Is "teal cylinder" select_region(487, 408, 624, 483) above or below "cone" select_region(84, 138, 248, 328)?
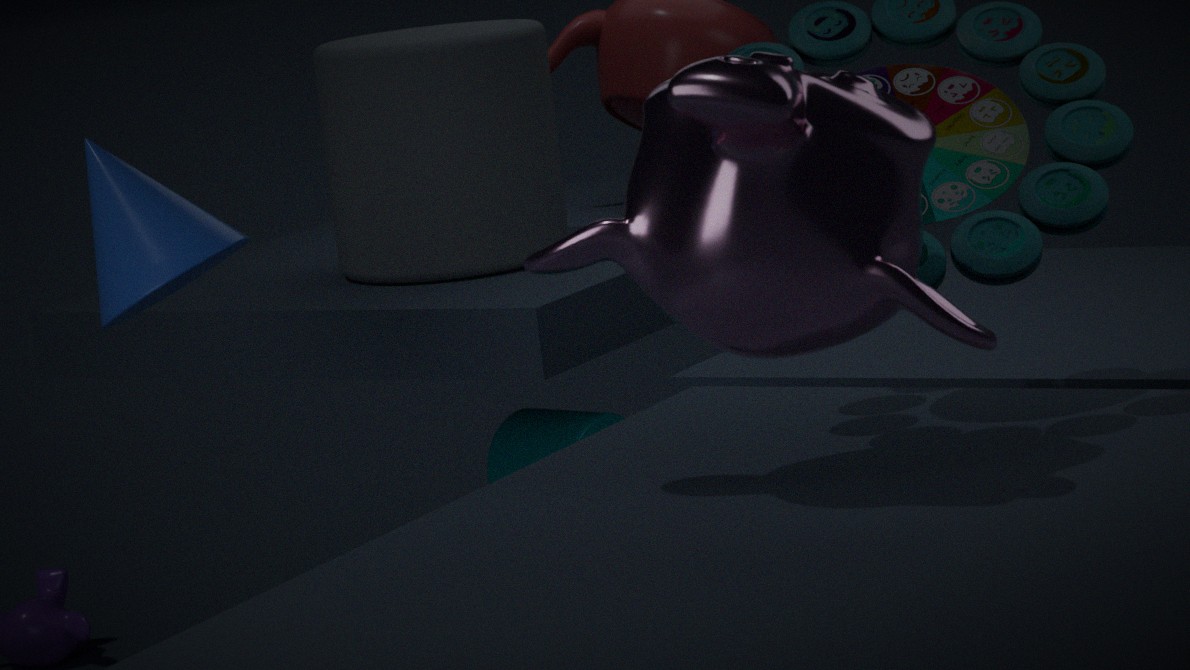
below
